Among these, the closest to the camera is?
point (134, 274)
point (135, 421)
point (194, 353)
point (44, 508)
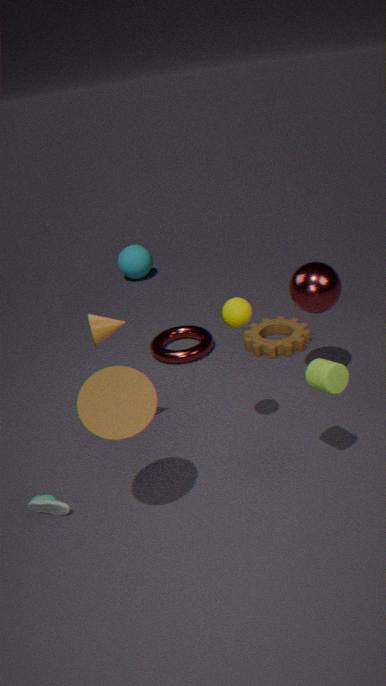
point (135, 421)
